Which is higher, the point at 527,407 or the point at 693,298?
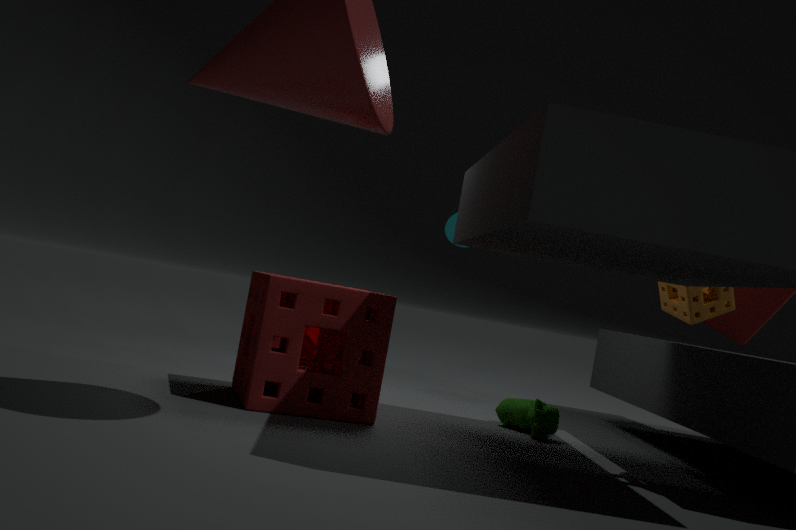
the point at 693,298
